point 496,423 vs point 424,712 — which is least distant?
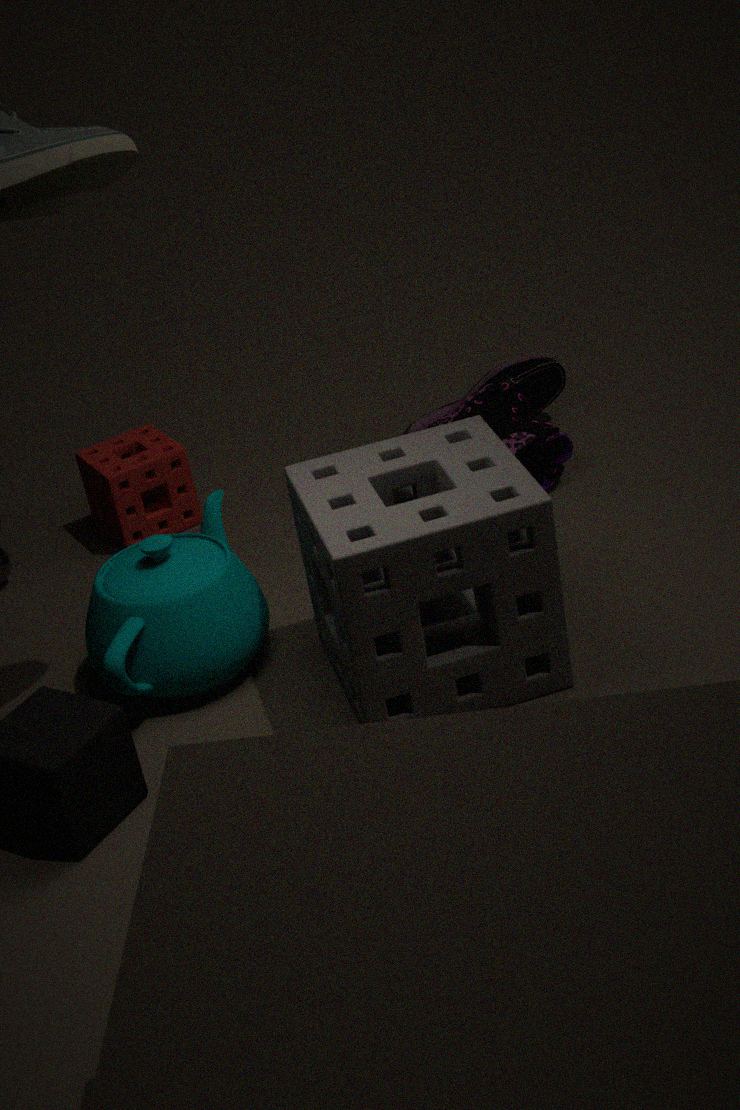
point 424,712
